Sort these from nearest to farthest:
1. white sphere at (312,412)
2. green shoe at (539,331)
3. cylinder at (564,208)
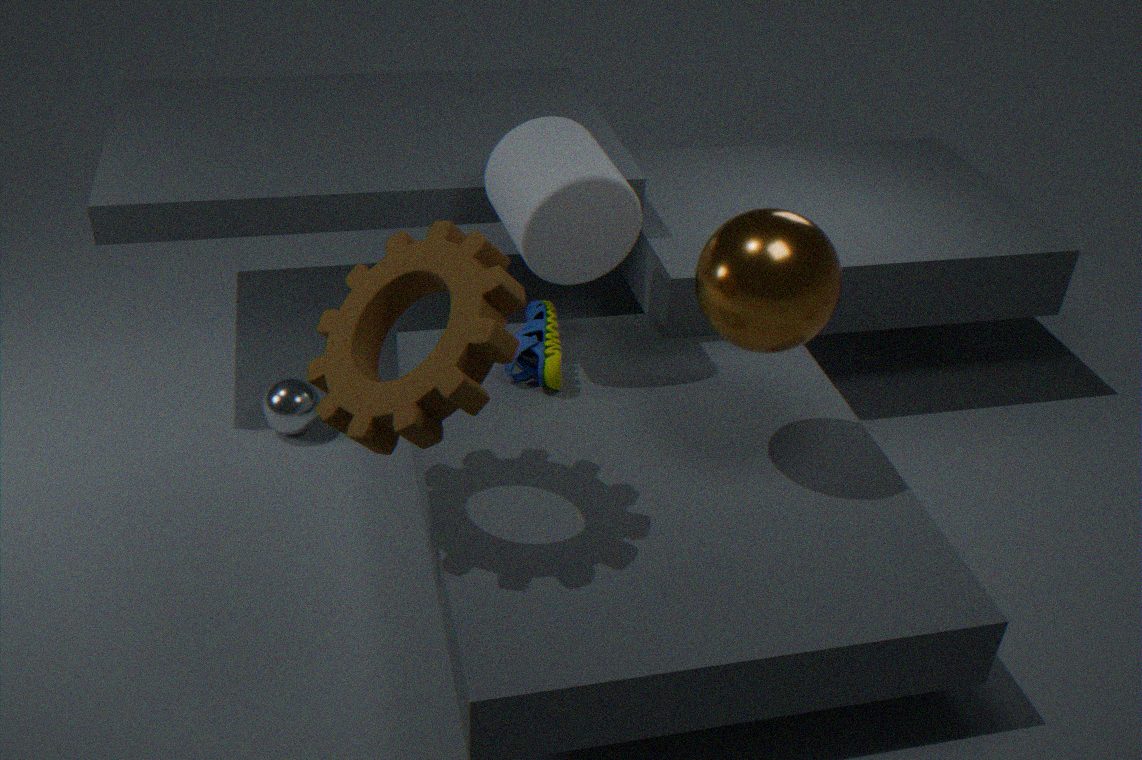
cylinder at (564,208), green shoe at (539,331), white sphere at (312,412)
